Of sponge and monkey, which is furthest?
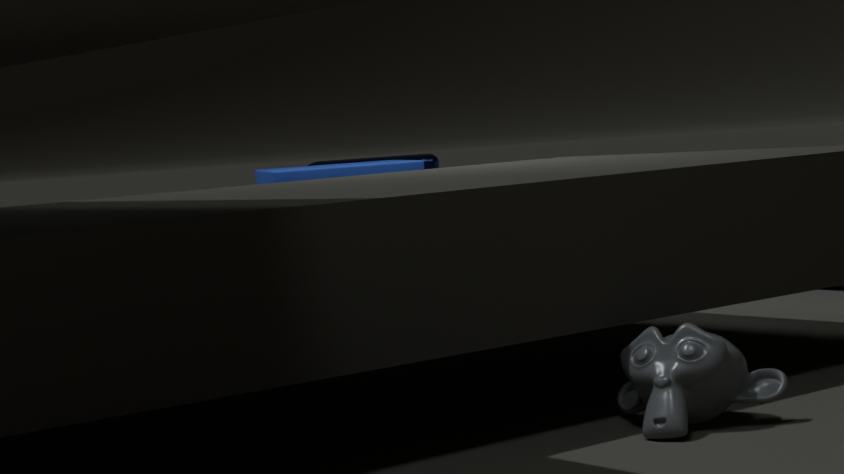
sponge
